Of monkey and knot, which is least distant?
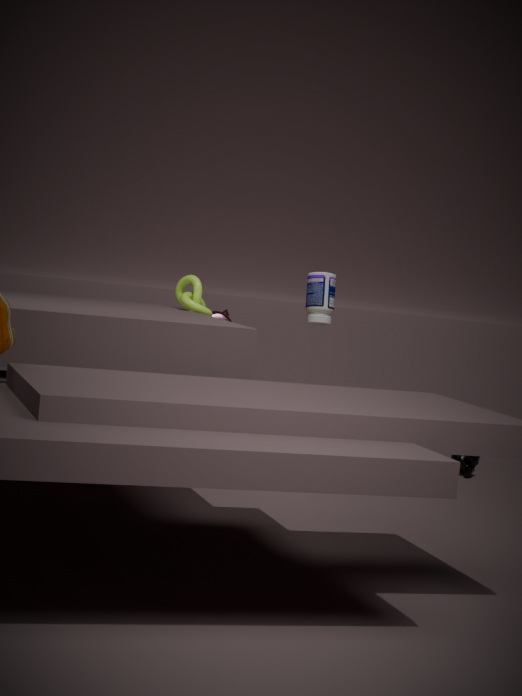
knot
